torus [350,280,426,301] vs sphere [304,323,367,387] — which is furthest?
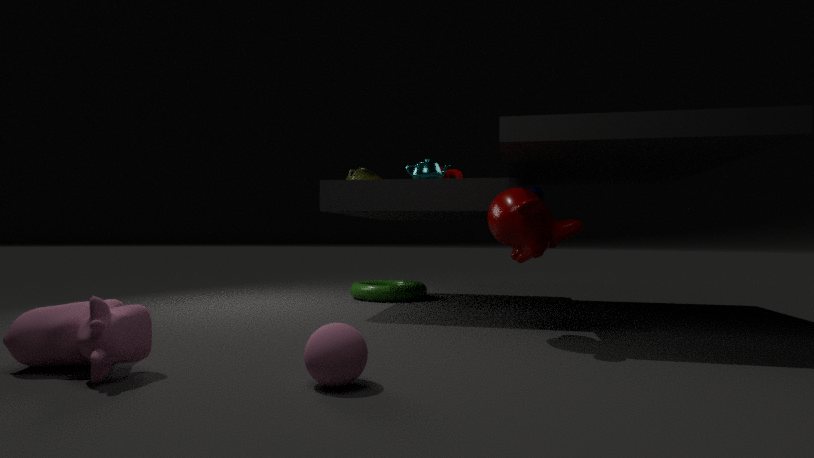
torus [350,280,426,301]
